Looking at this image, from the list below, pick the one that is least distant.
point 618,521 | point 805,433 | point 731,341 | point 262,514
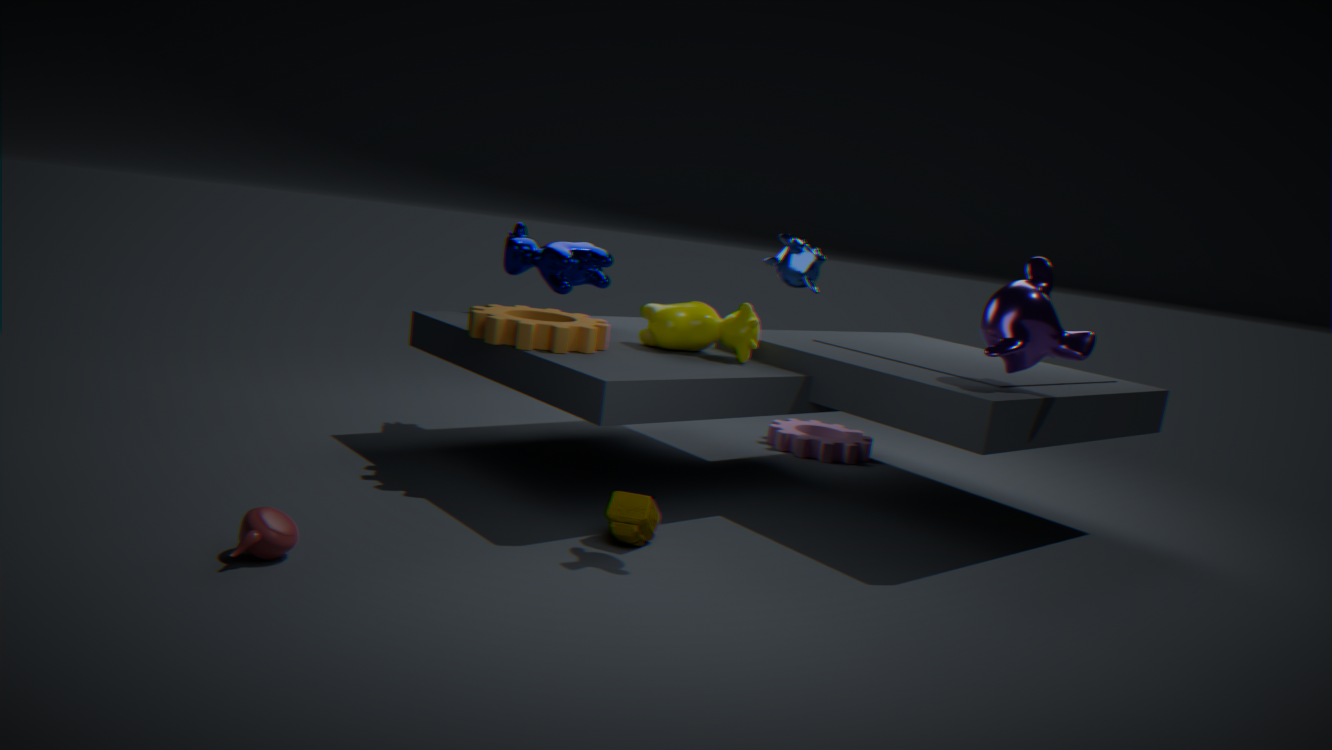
point 262,514
